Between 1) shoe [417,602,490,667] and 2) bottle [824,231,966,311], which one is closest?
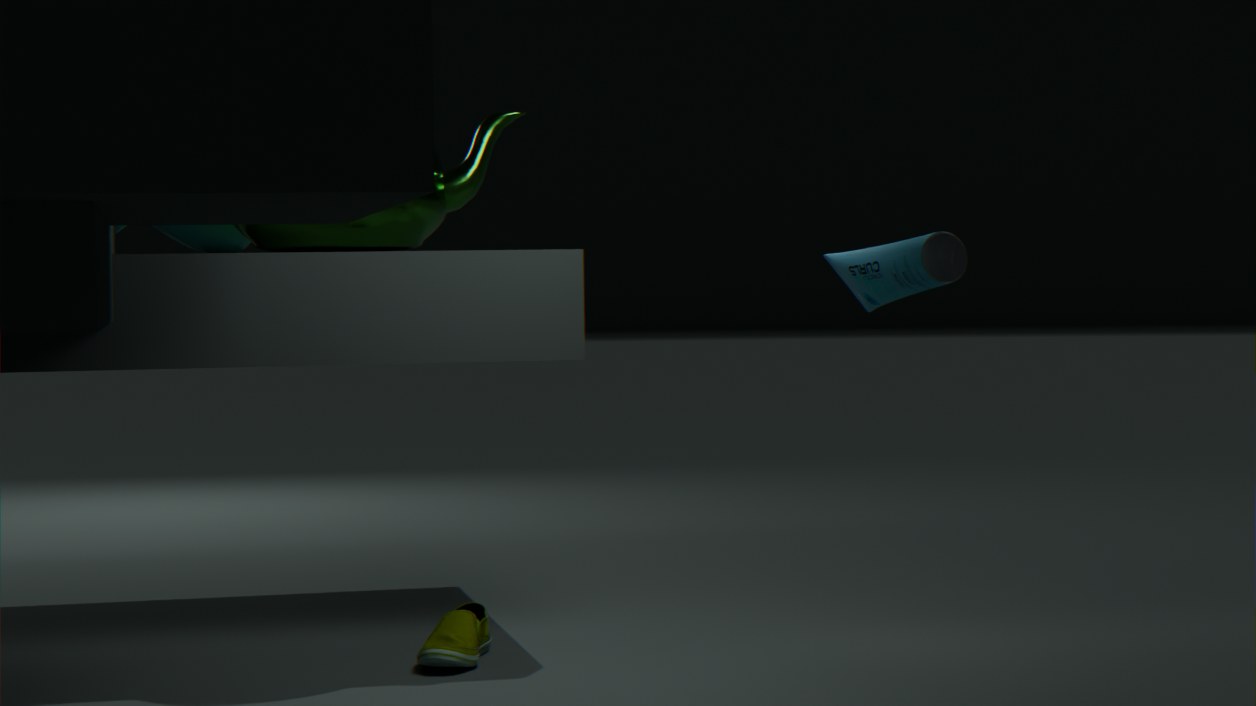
2. bottle [824,231,966,311]
